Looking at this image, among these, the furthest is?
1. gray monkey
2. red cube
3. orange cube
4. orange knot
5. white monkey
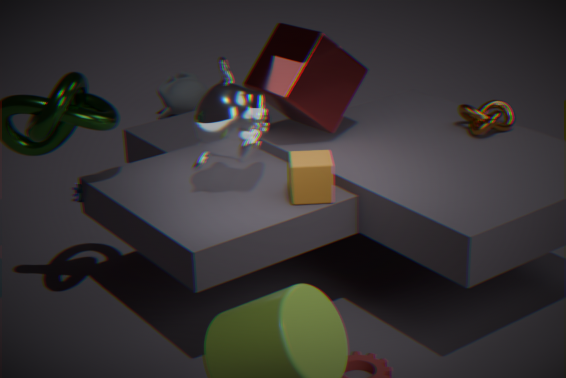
gray monkey
